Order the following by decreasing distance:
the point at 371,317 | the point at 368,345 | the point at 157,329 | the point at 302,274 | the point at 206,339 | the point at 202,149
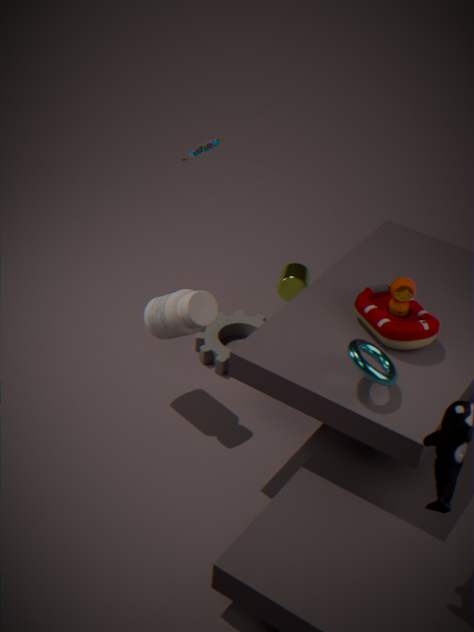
1. the point at 206,339
2. the point at 302,274
3. the point at 202,149
4. the point at 157,329
5. the point at 371,317
6. the point at 368,345
